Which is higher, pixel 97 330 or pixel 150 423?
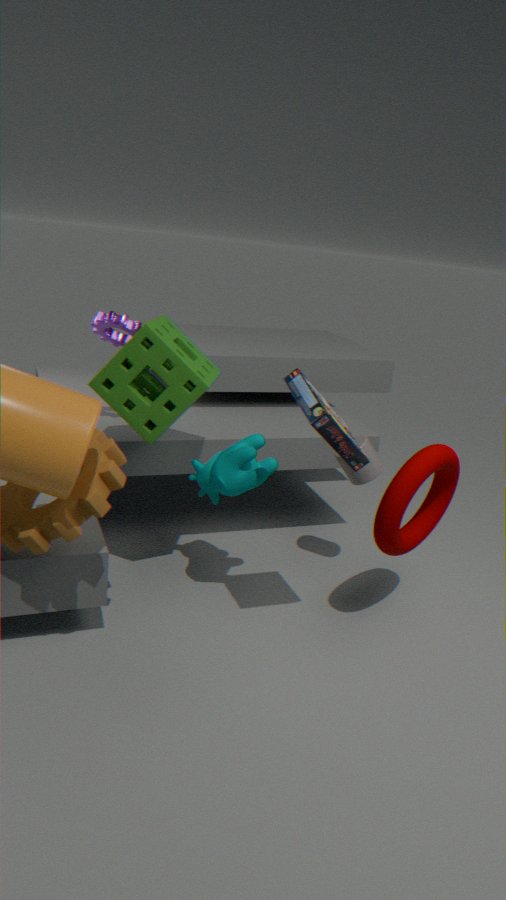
pixel 97 330
